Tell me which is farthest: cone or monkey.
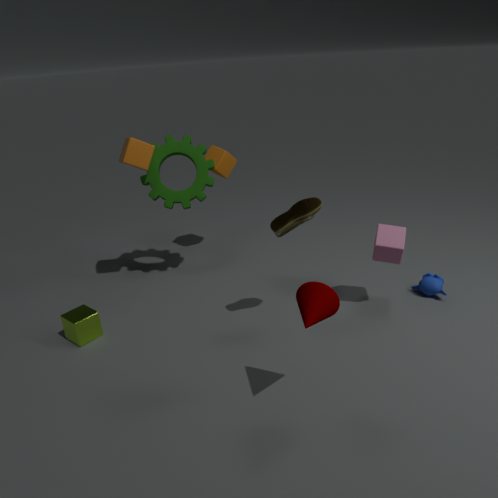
monkey
